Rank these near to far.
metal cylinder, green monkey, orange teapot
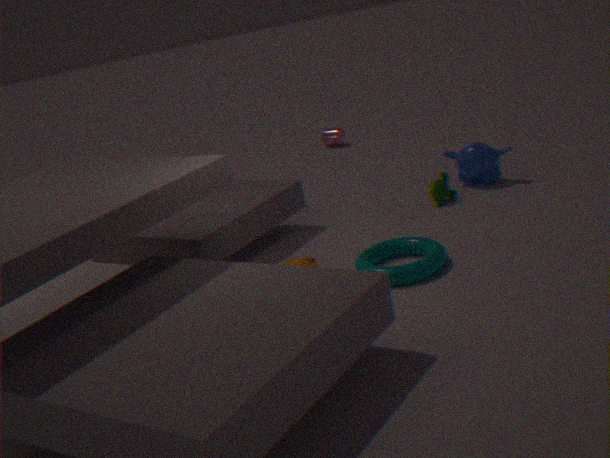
orange teapot
green monkey
metal cylinder
